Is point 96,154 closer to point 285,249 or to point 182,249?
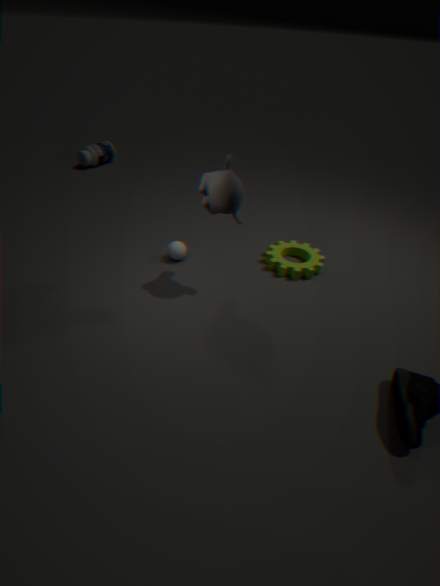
point 182,249
